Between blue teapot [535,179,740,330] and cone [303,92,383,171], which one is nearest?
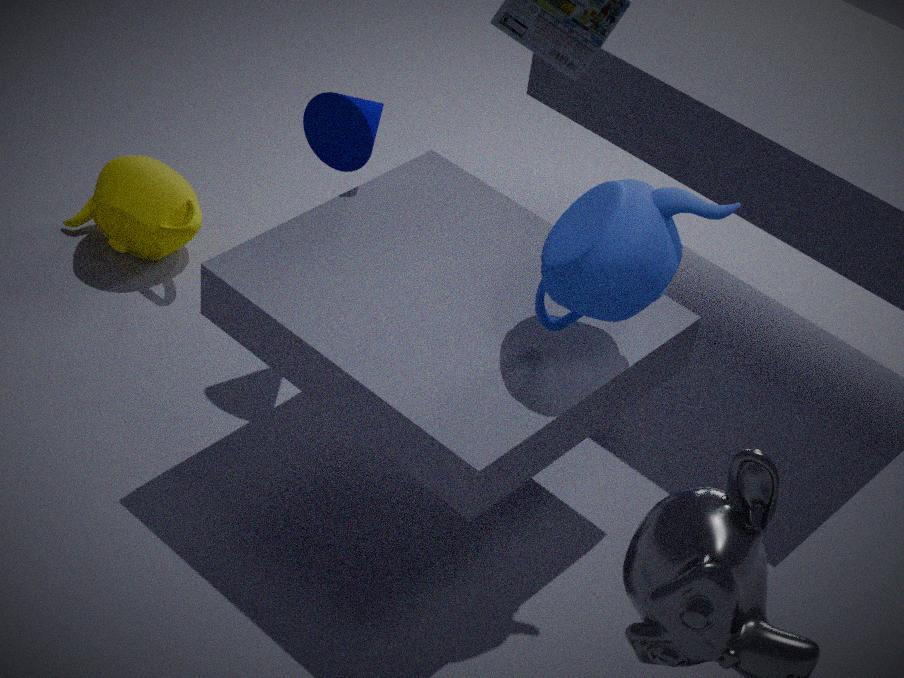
blue teapot [535,179,740,330]
